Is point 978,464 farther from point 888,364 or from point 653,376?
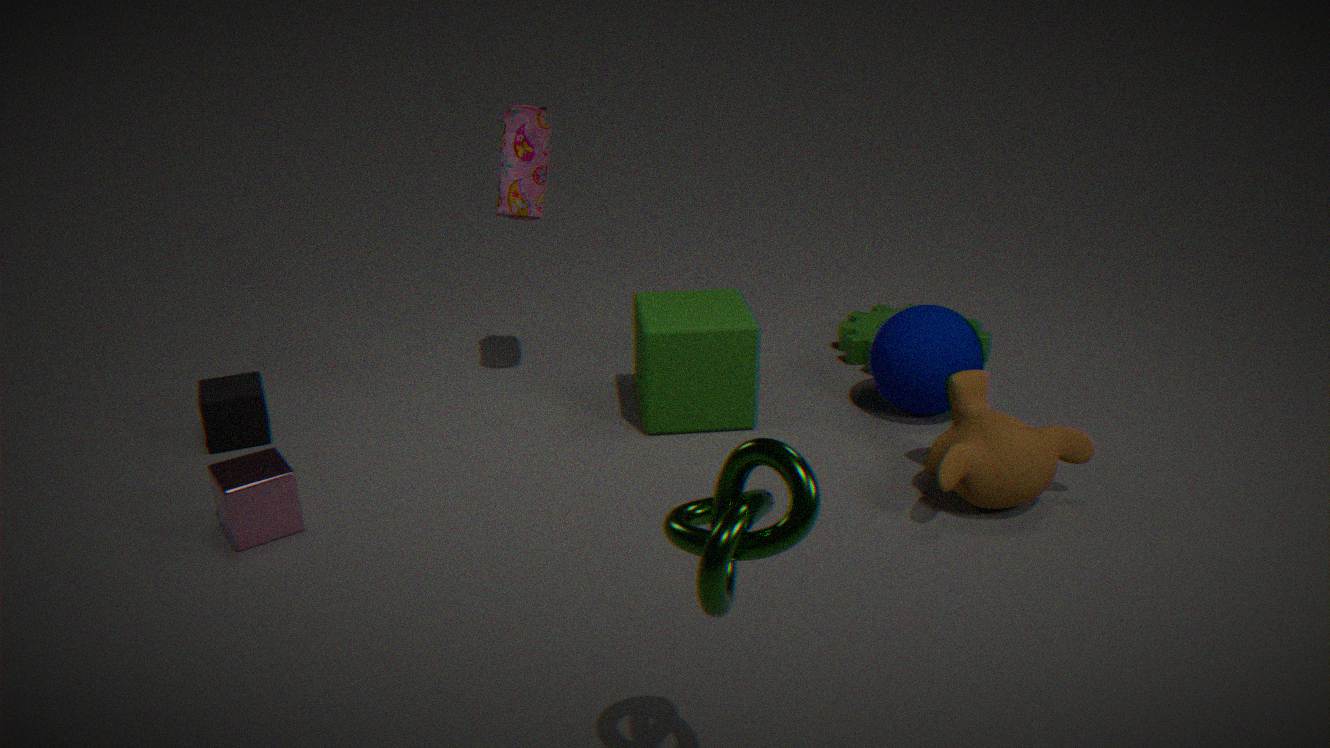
point 653,376
